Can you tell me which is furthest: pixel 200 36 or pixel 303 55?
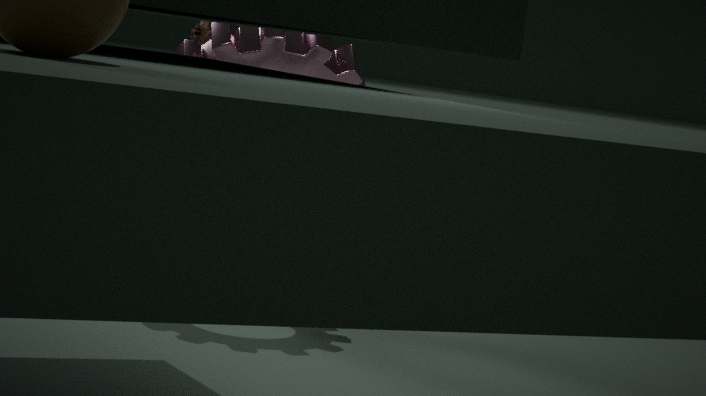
pixel 200 36
